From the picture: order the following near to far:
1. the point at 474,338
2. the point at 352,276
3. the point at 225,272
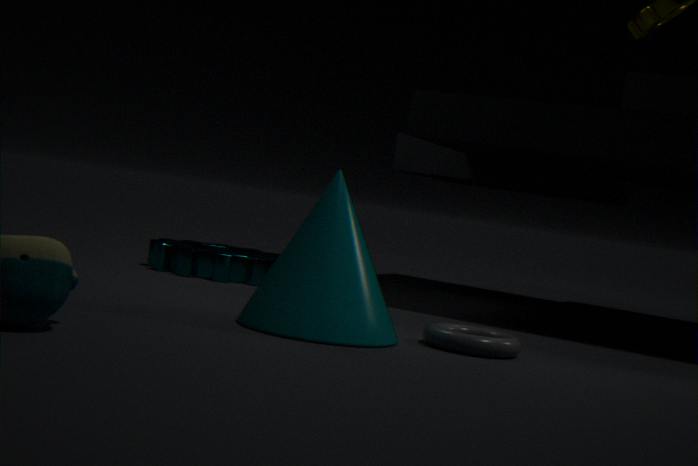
the point at 352,276, the point at 474,338, the point at 225,272
